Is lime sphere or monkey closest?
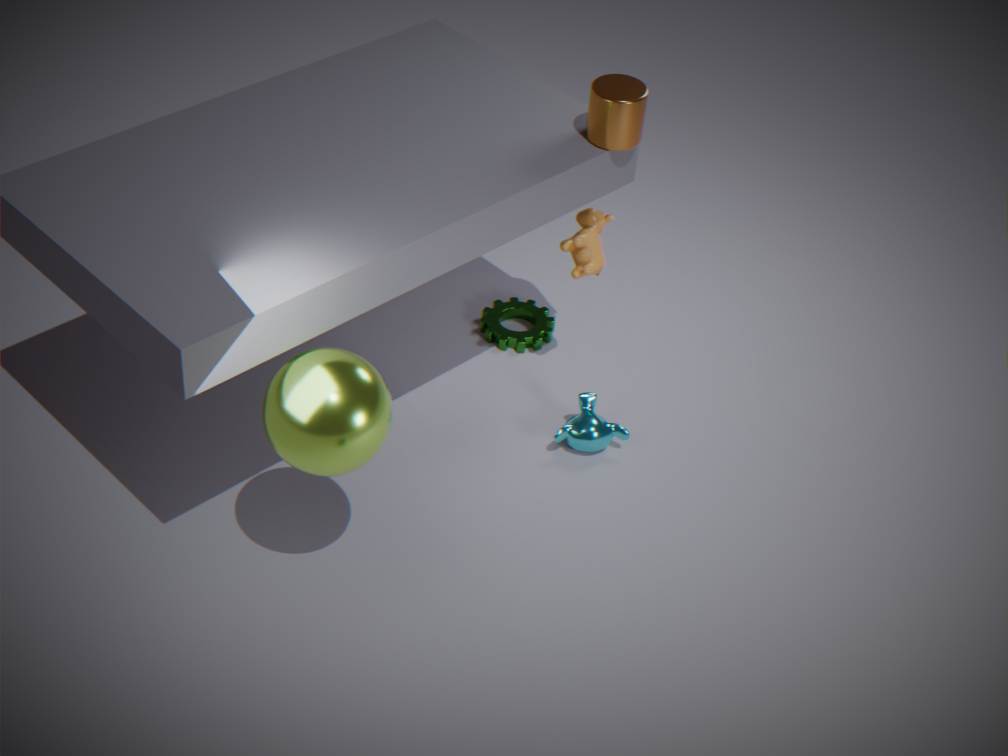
lime sphere
